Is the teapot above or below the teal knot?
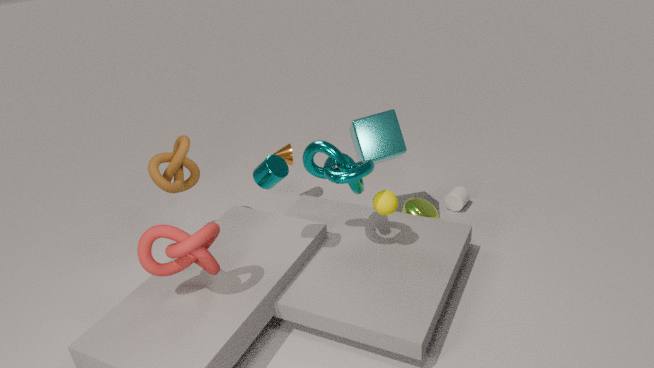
below
